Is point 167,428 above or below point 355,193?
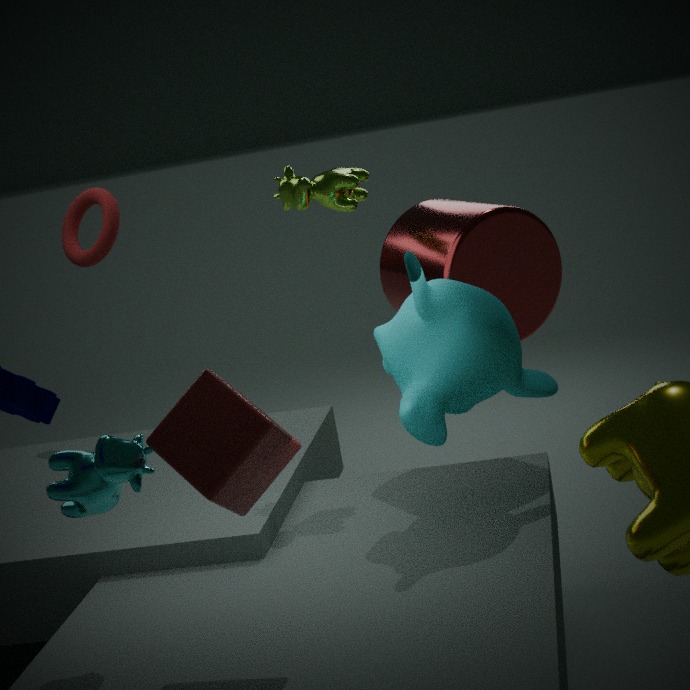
below
